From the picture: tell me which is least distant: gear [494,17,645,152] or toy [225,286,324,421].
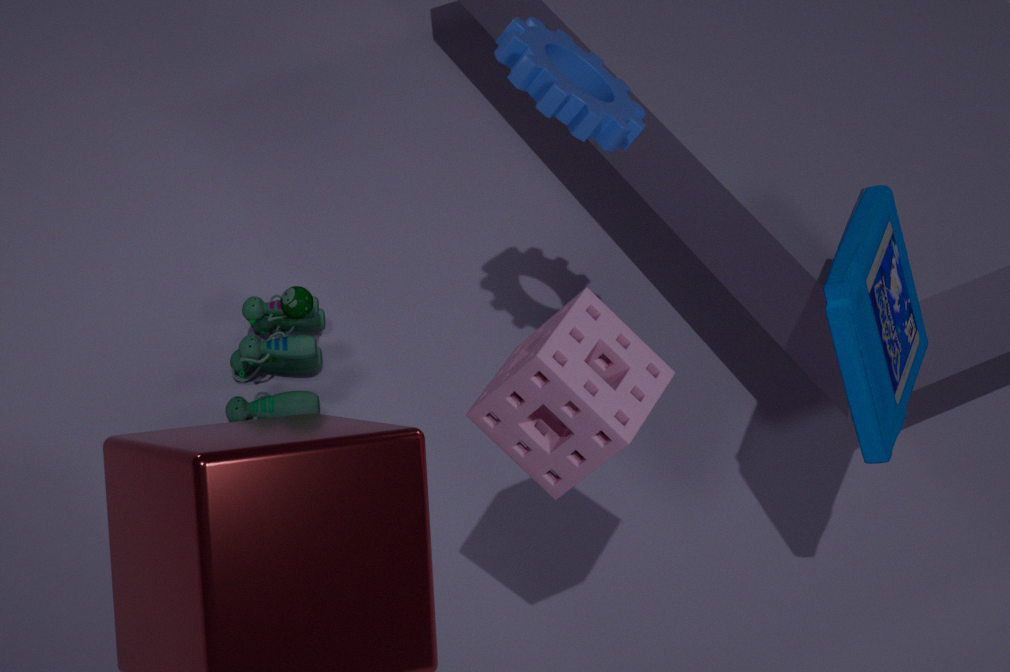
gear [494,17,645,152]
